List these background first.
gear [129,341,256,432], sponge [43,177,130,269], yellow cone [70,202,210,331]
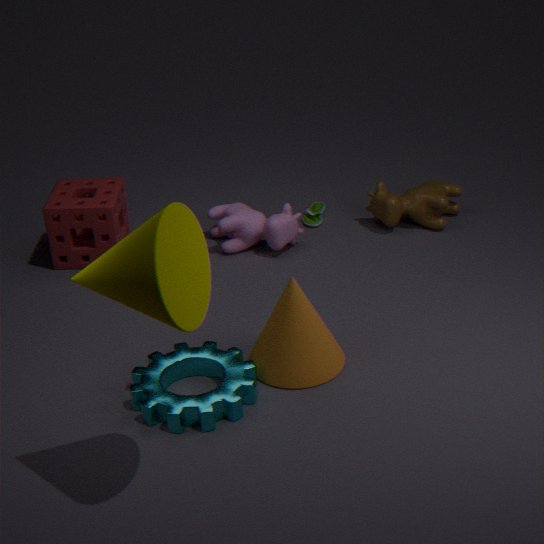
sponge [43,177,130,269] → gear [129,341,256,432] → yellow cone [70,202,210,331]
